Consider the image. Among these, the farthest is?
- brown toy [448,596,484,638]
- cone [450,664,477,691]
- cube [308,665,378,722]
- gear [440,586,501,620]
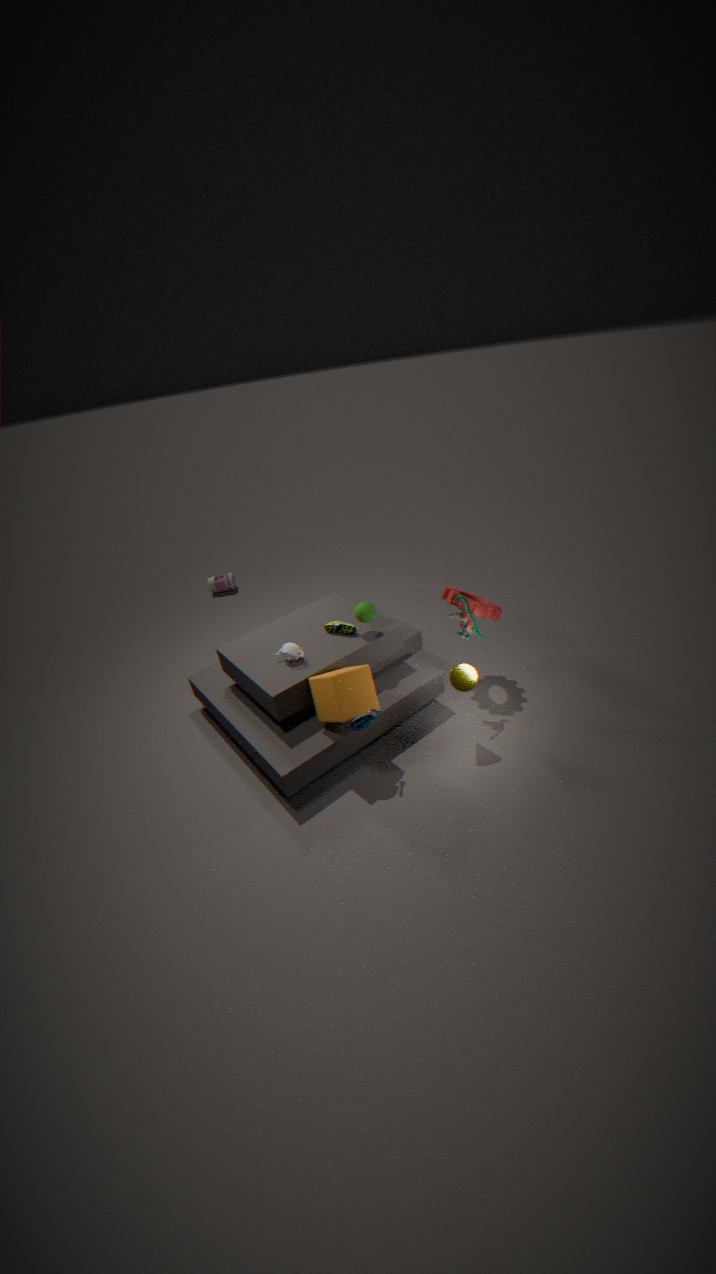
gear [440,586,501,620]
